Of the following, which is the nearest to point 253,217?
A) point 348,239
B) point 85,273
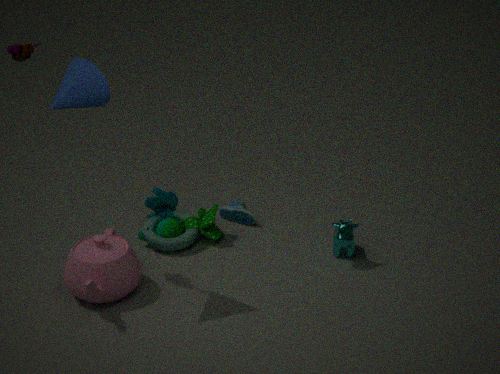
point 348,239
